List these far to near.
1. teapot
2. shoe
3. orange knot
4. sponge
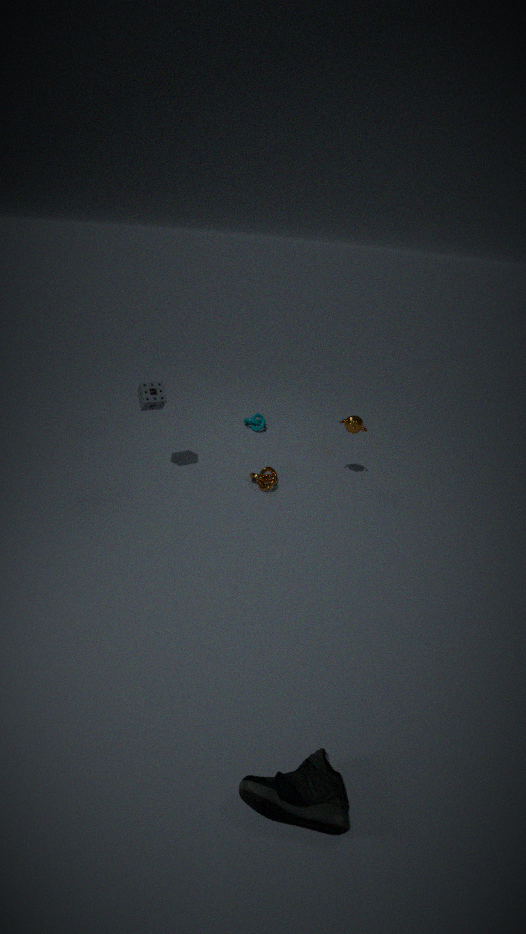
teapot < orange knot < sponge < shoe
